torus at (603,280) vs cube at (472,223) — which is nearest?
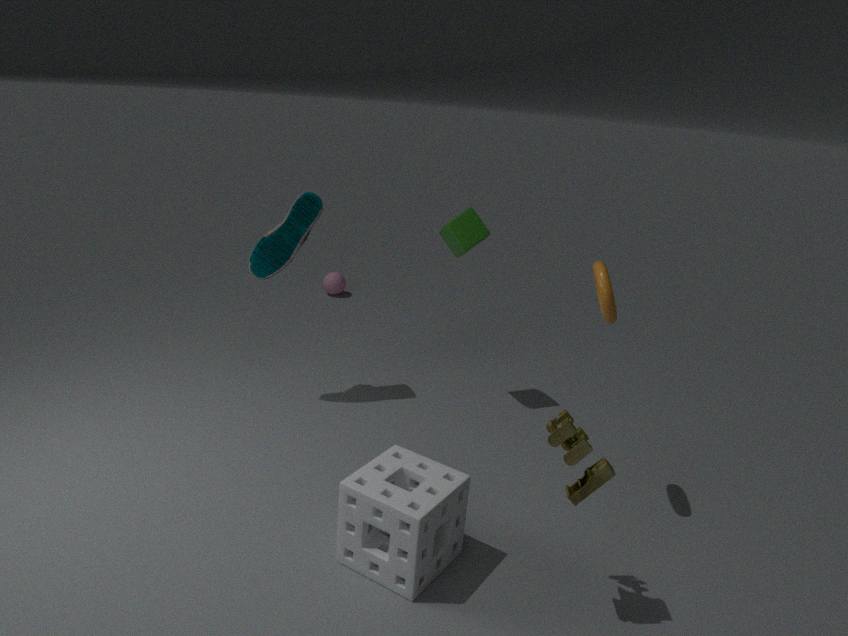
torus at (603,280)
